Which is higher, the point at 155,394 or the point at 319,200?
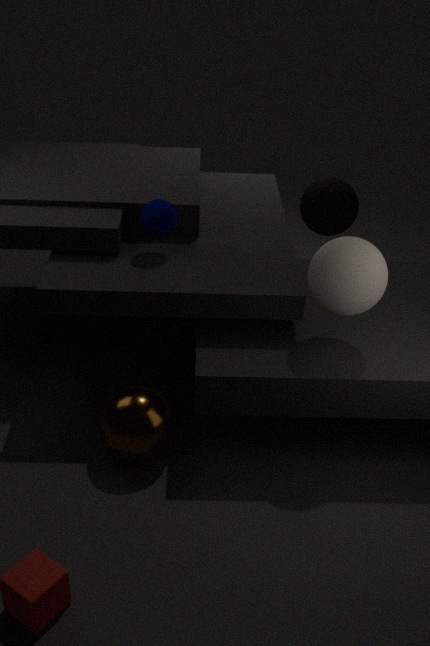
the point at 319,200
